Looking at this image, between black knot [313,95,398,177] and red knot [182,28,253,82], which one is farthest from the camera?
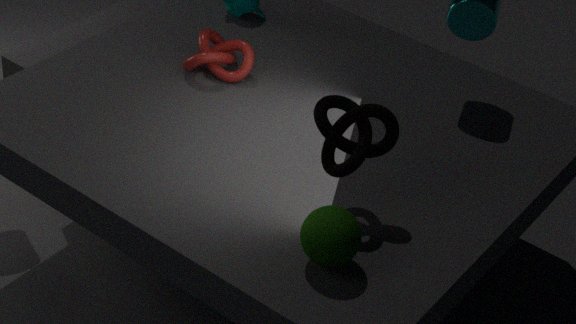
red knot [182,28,253,82]
